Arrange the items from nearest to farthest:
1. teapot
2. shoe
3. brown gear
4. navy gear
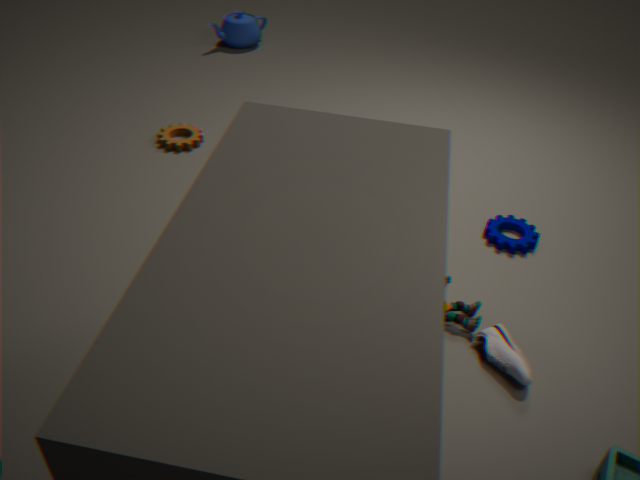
shoe
navy gear
brown gear
teapot
